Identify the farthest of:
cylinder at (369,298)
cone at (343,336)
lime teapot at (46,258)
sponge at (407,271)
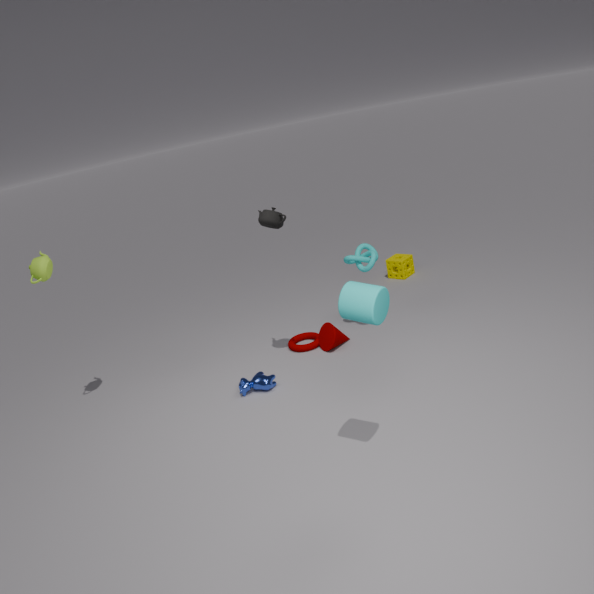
sponge at (407,271)
